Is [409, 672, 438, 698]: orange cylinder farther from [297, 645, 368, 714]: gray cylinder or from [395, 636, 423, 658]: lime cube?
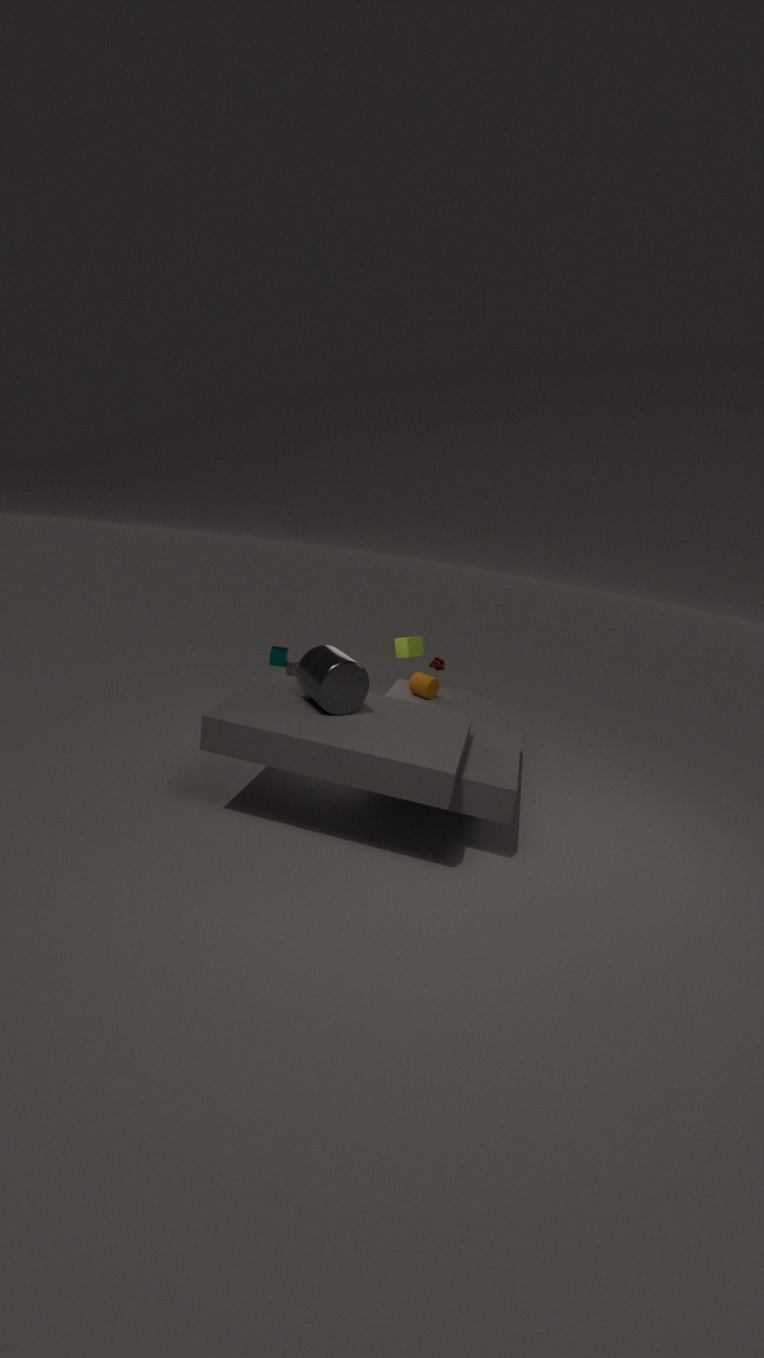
[297, 645, 368, 714]: gray cylinder
